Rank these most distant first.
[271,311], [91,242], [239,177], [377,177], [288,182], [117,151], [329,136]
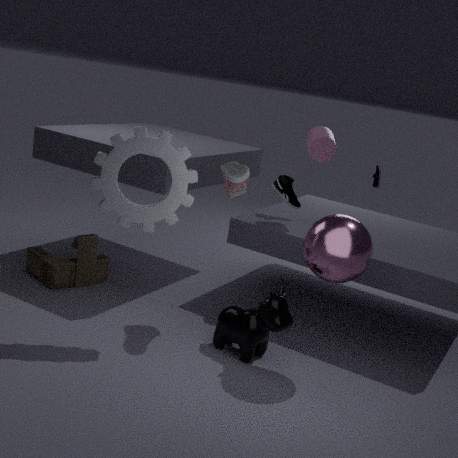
[377,177], [288,182], [91,242], [329,136], [239,177], [271,311], [117,151]
